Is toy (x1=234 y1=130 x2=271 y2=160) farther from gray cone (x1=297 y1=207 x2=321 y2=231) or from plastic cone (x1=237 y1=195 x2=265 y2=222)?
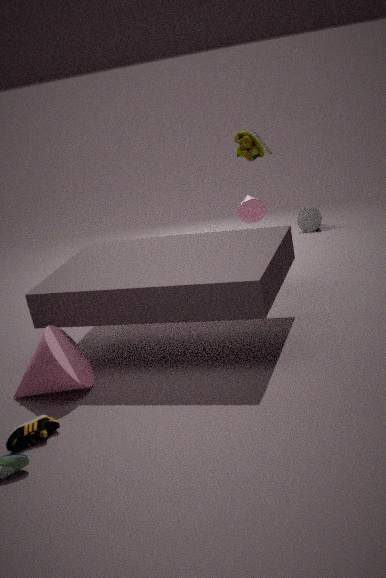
gray cone (x1=297 y1=207 x2=321 y2=231)
